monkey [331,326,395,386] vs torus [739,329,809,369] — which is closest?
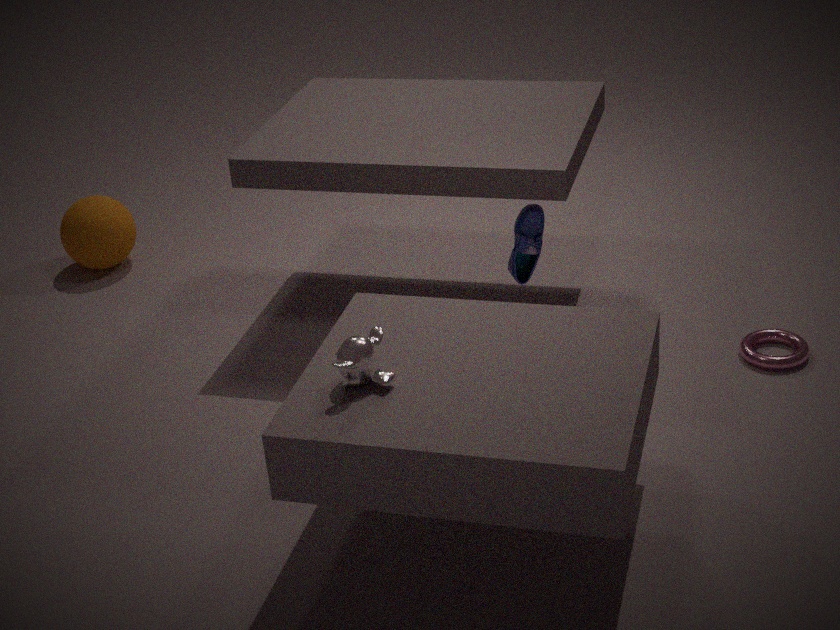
monkey [331,326,395,386]
